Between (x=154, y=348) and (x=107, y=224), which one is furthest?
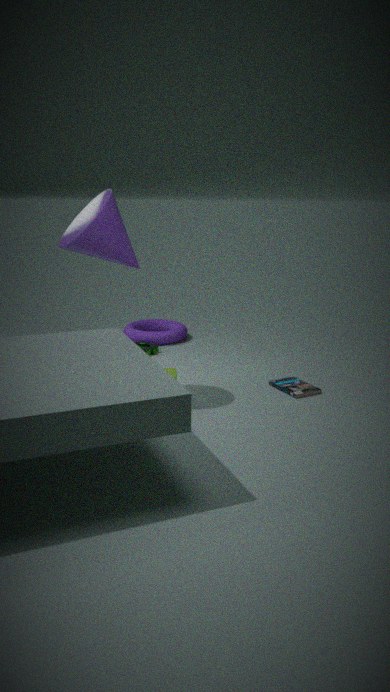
(x=154, y=348)
